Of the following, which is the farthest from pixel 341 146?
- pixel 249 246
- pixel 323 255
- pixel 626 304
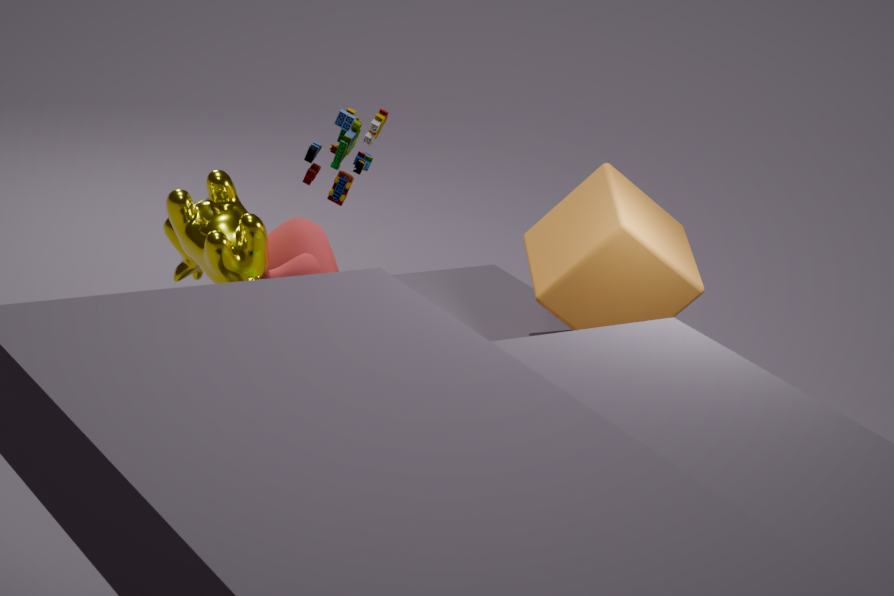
pixel 626 304
